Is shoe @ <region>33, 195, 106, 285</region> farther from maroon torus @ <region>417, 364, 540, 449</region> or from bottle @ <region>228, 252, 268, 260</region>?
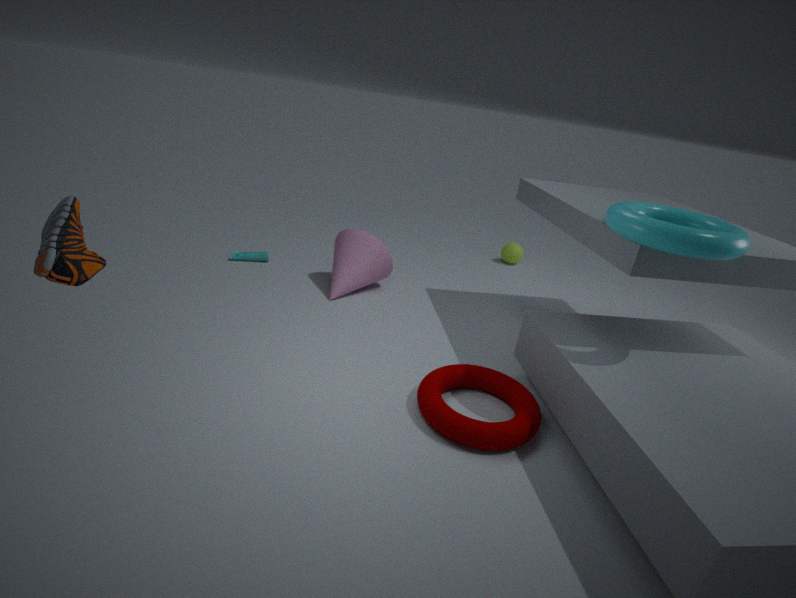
bottle @ <region>228, 252, 268, 260</region>
